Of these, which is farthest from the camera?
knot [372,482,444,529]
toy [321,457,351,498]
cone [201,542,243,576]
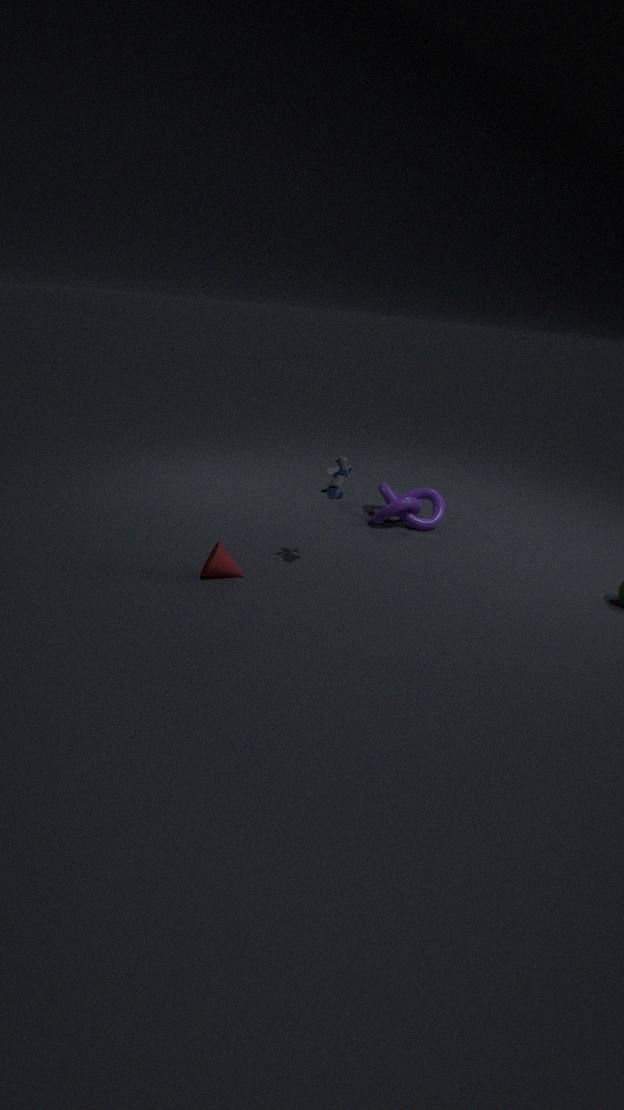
knot [372,482,444,529]
